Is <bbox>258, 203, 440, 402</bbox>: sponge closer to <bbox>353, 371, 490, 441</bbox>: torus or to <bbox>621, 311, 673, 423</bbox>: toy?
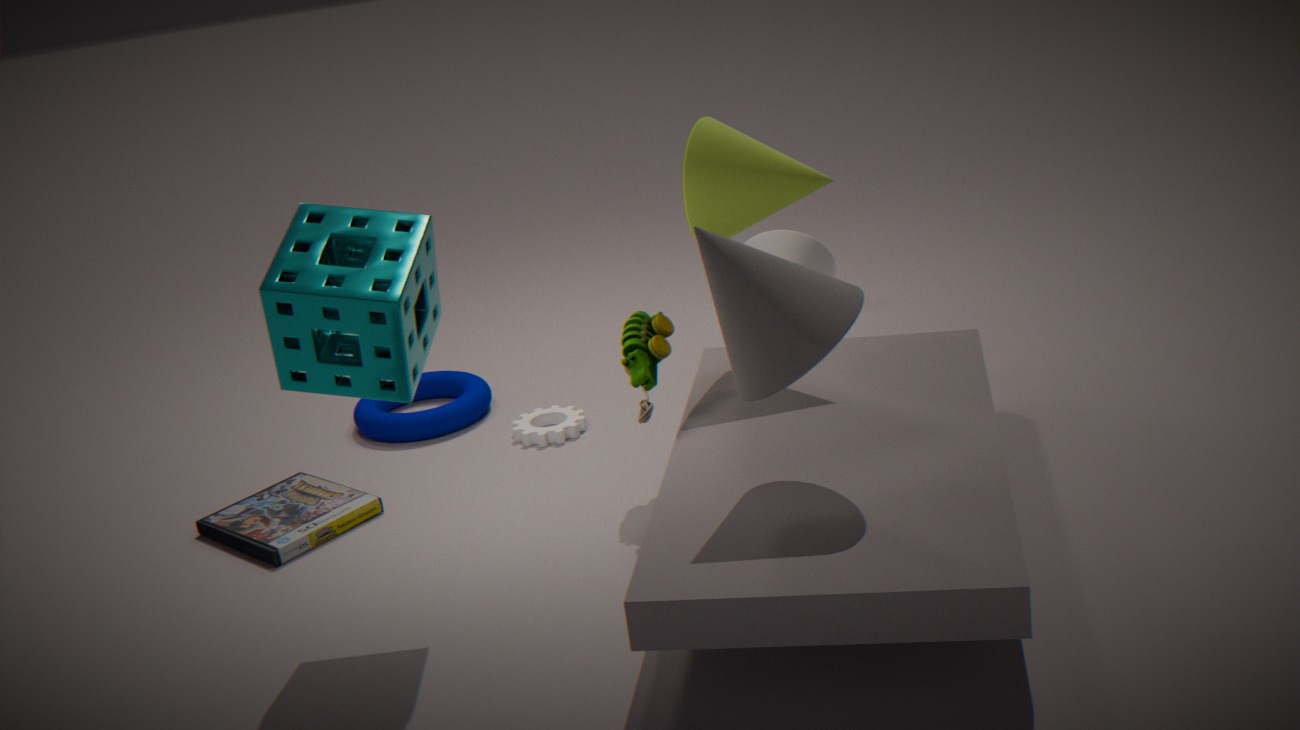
<bbox>621, 311, 673, 423</bbox>: toy
